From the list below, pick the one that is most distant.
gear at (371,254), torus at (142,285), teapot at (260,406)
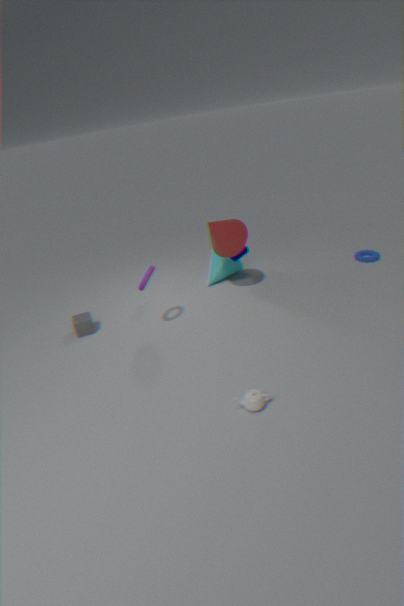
gear at (371,254)
